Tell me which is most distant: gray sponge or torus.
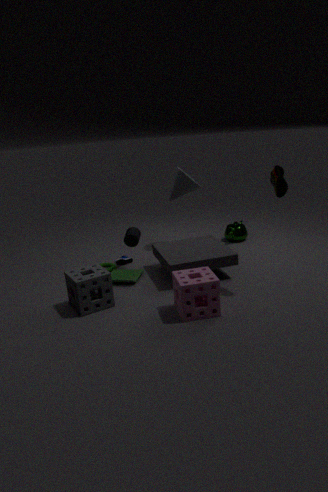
torus
